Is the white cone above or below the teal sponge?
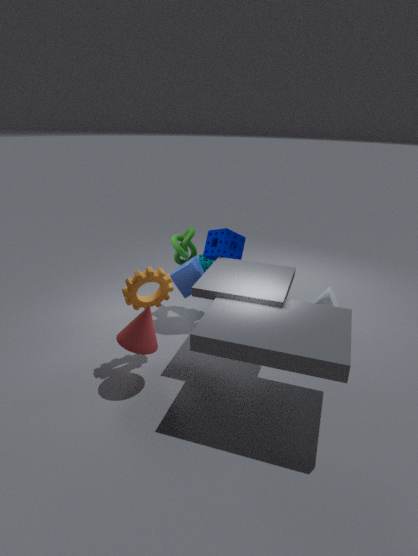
below
